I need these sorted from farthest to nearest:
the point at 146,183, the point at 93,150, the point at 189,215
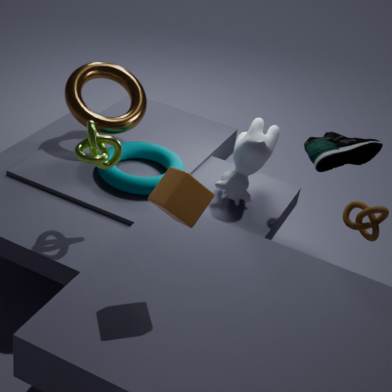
the point at 146,183
the point at 93,150
the point at 189,215
